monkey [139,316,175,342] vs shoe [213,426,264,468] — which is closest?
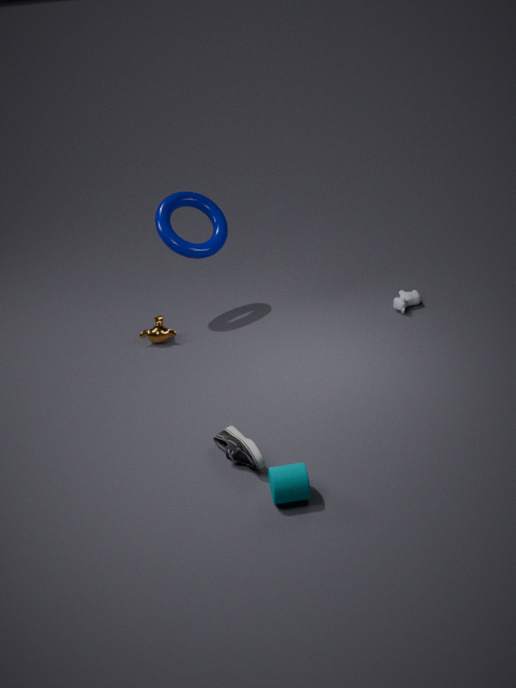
shoe [213,426,264,468]
